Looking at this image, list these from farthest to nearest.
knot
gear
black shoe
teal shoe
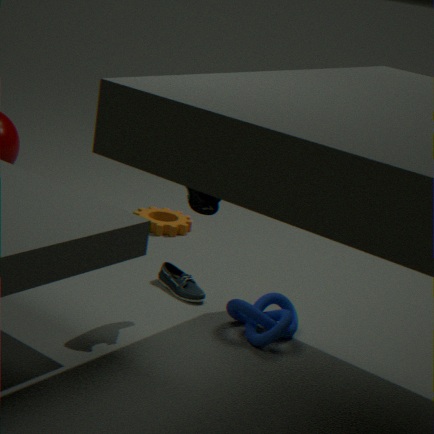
gear → teal shoe → knot → black shoe
